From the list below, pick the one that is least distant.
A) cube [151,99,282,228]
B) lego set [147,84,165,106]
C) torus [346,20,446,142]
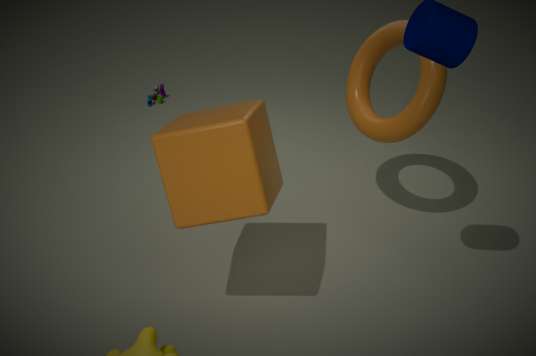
cube [151,99,282,228]
